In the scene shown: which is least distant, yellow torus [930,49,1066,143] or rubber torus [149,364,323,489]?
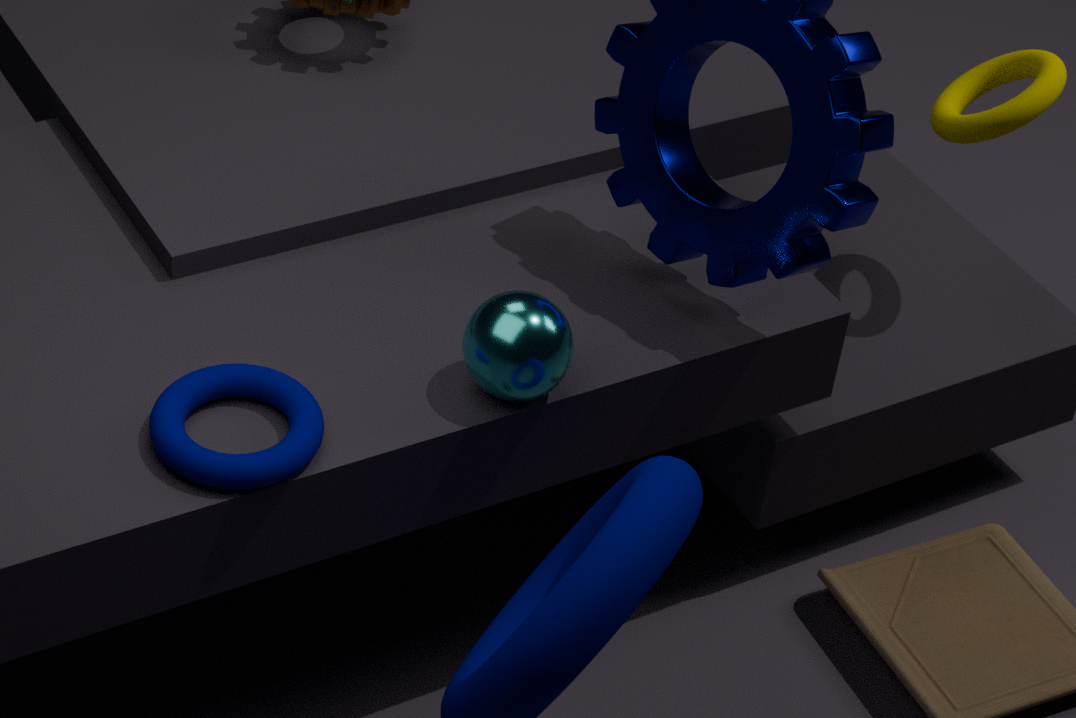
rubber torus [149,364,323,489]
